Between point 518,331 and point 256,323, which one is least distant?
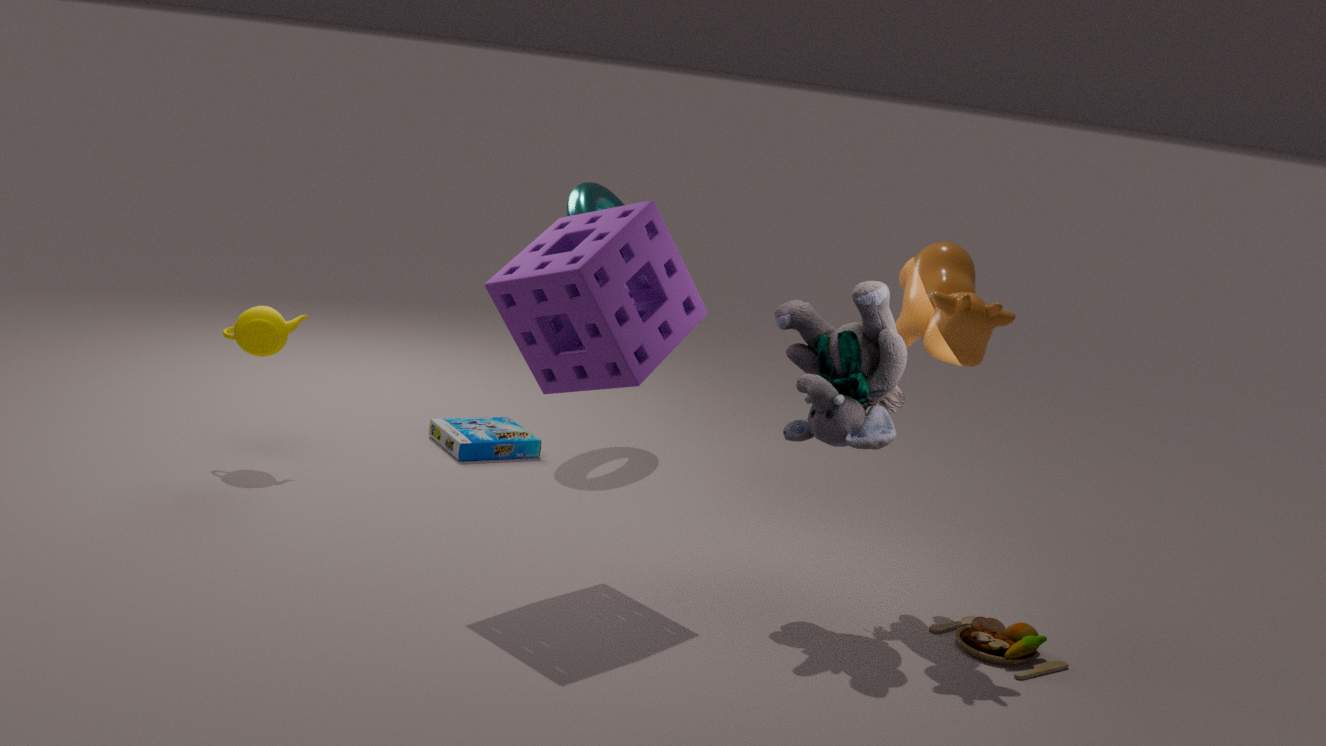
point 518,331
